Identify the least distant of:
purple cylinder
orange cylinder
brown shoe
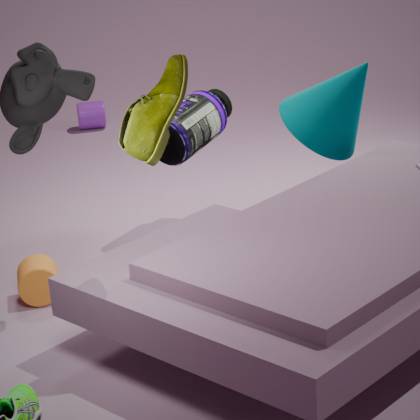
brown shoe
